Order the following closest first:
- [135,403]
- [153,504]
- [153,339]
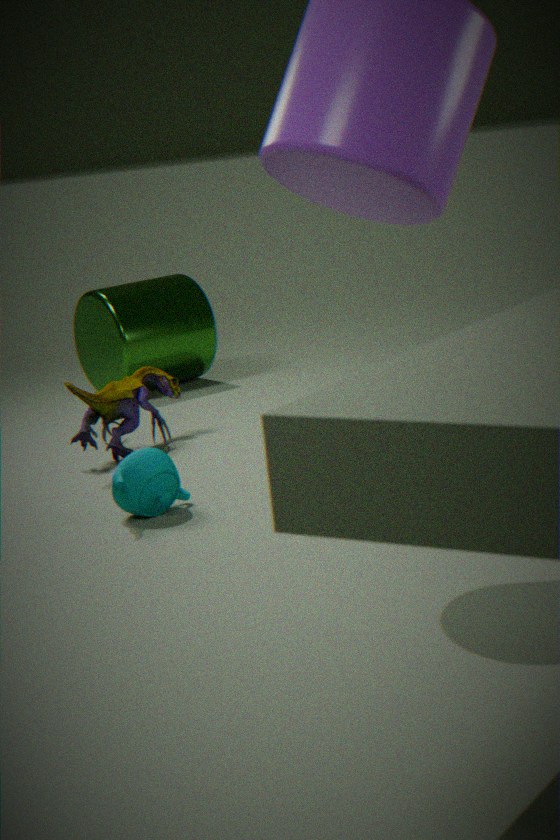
[153,504] < [135,403] < [153,339]
